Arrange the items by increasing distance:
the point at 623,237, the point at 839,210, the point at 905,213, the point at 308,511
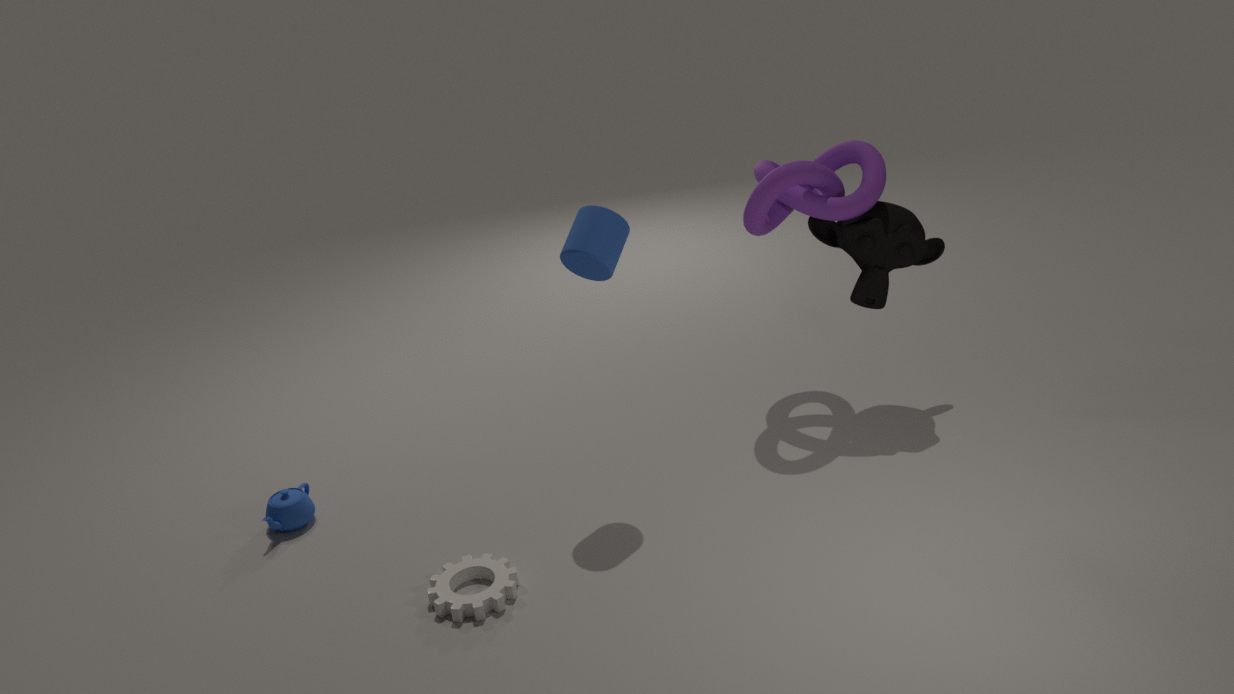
the point at 623,237, the point at 308,511, the point at 839,210, the point at 905,213
